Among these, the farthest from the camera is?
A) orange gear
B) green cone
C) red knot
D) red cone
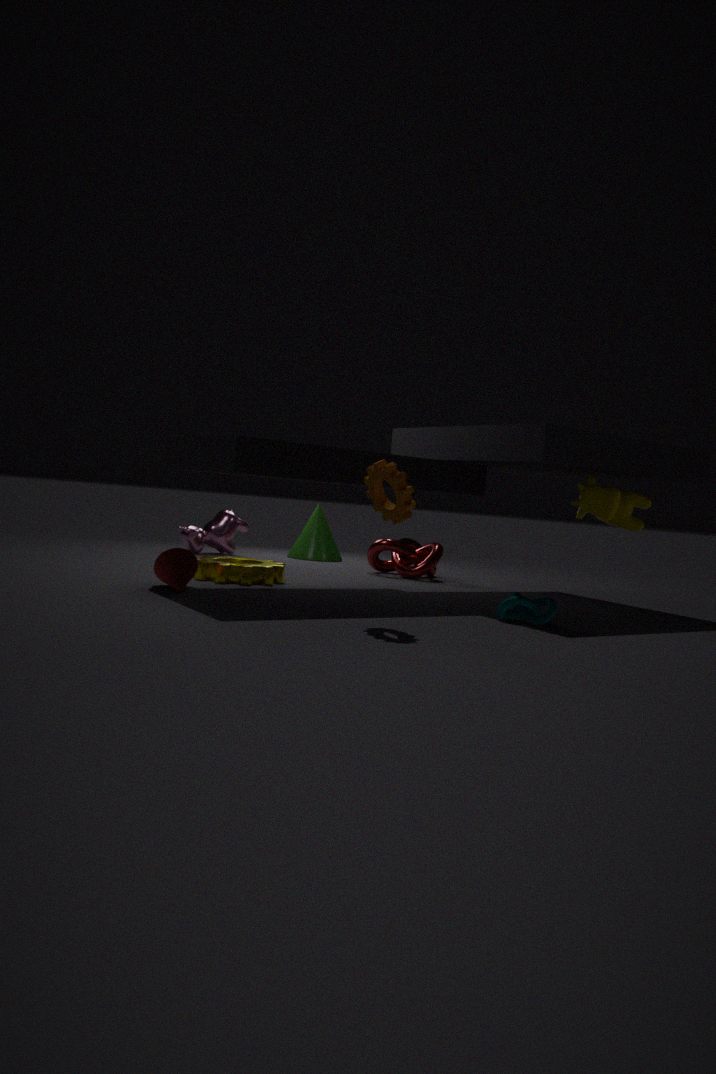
green cone
